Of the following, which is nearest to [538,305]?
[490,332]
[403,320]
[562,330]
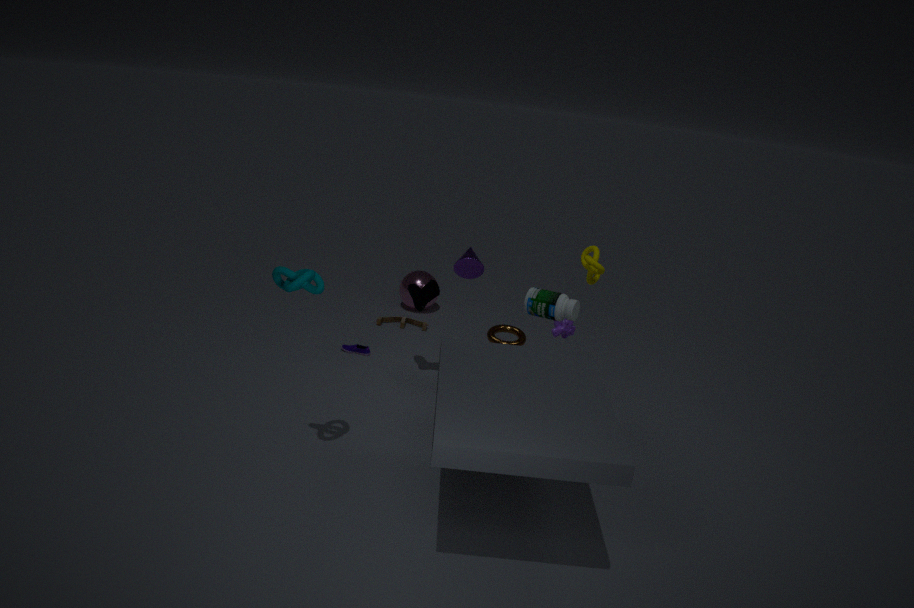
[562,330]
